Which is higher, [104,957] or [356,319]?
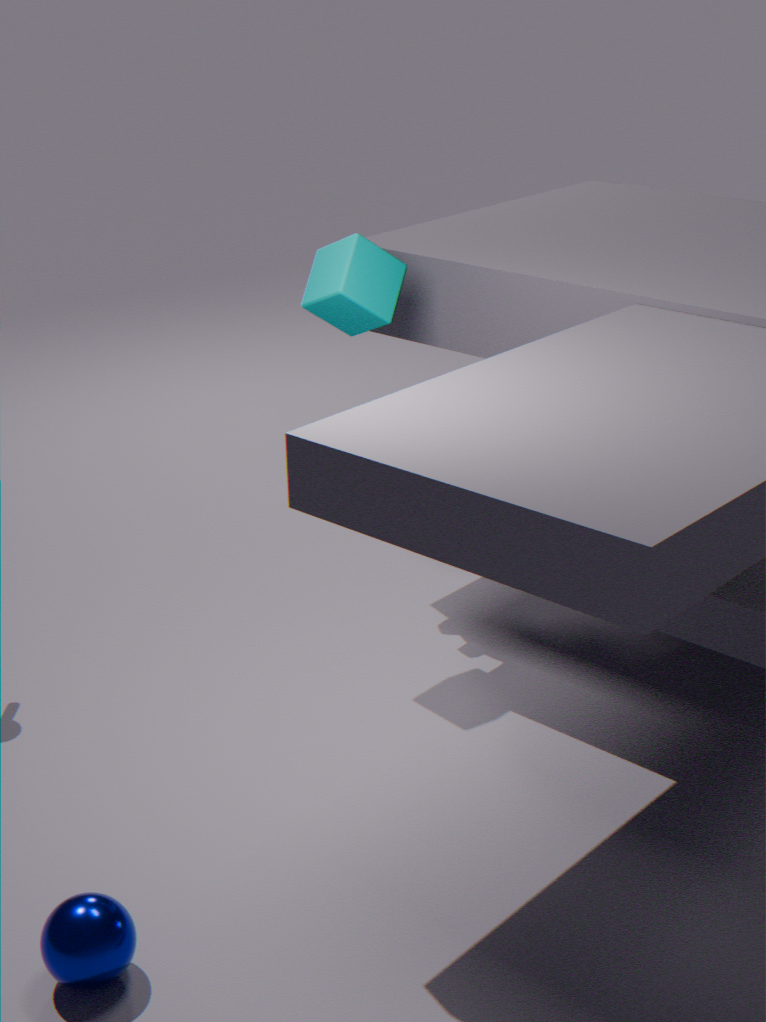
[356,319]
